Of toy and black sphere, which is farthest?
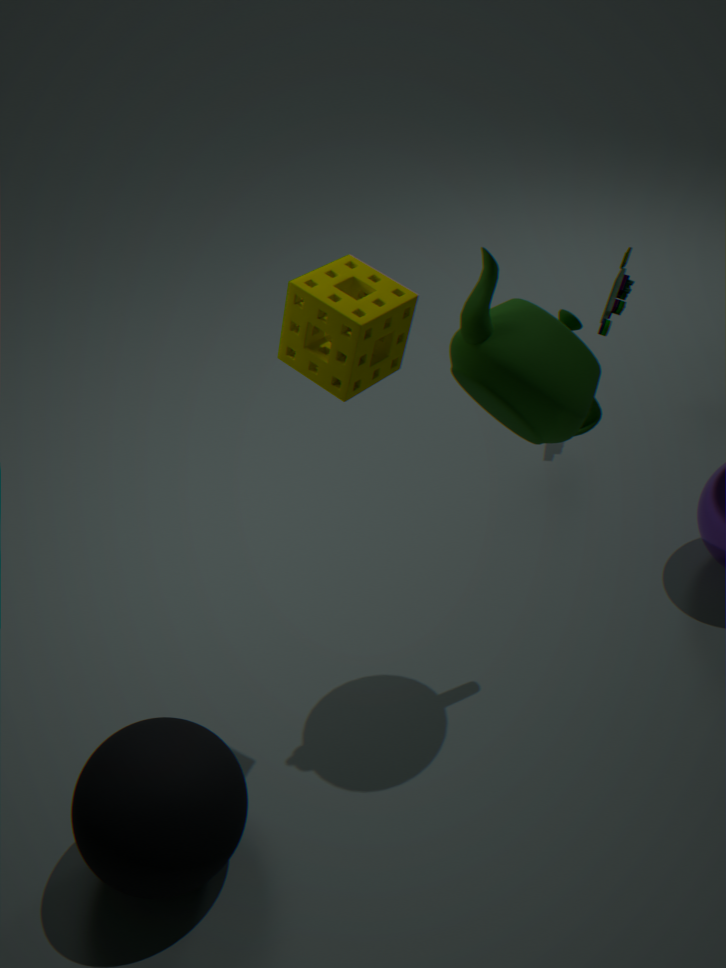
toy
